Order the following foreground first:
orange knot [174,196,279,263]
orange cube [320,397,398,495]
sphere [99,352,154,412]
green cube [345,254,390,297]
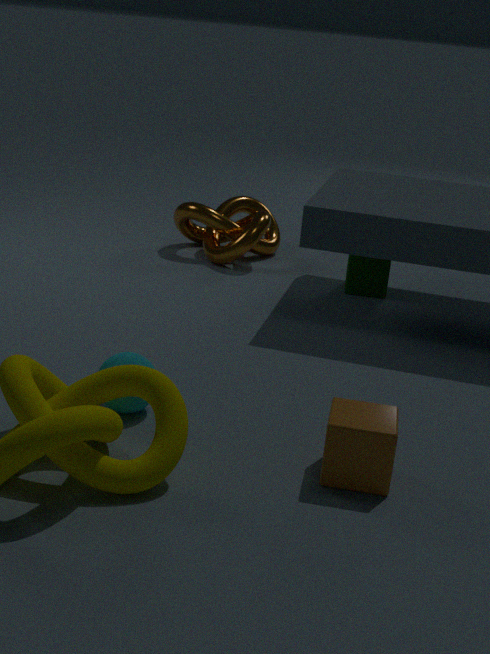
orange cube [320,397,398,495]
sphere [99,352,154,412]
green cube [345,254,390,297]
orange knot [174,196,279,263]
